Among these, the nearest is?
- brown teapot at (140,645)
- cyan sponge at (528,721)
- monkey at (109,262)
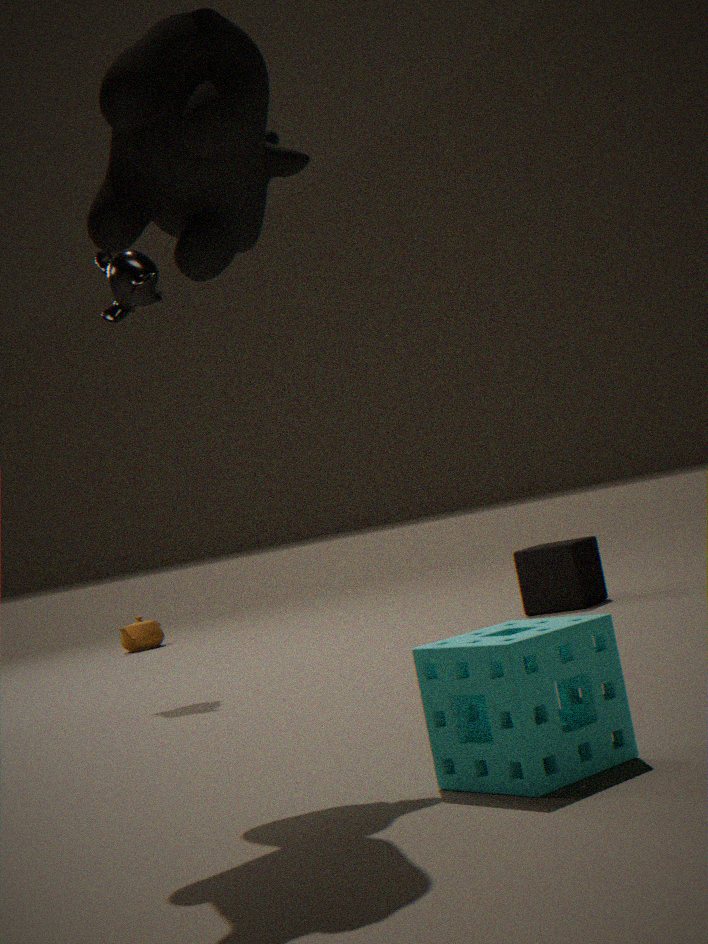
cyan sponge at (528,721)
